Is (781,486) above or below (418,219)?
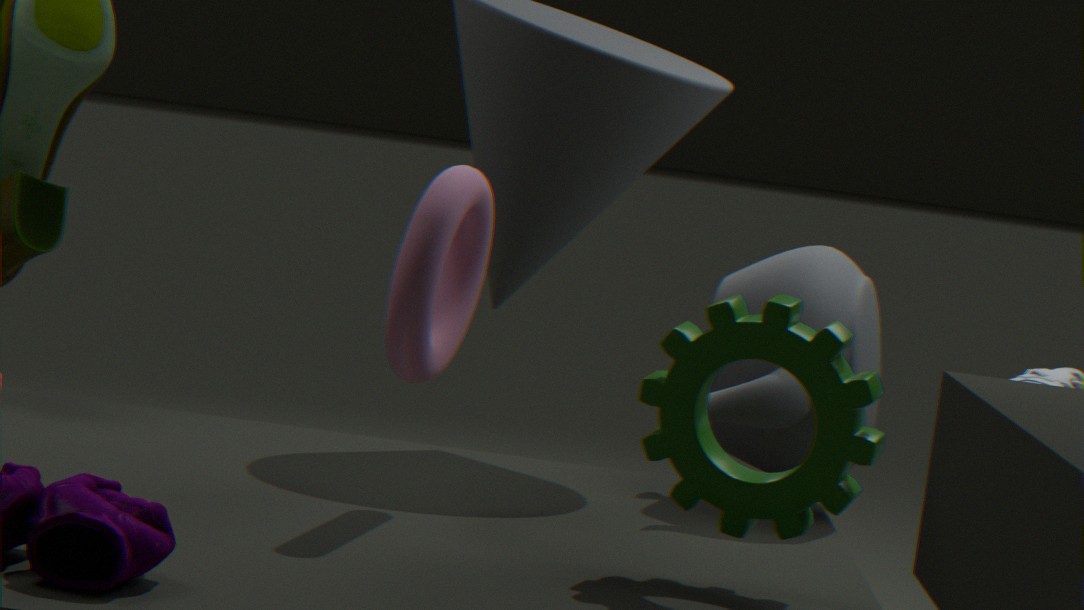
below
